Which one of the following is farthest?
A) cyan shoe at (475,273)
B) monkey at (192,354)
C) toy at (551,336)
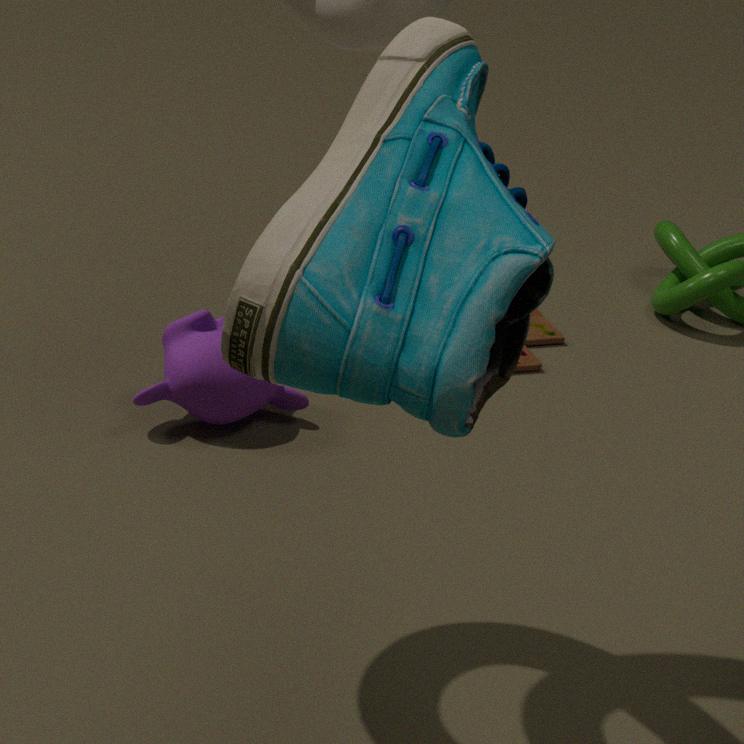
toy at (551,336)
